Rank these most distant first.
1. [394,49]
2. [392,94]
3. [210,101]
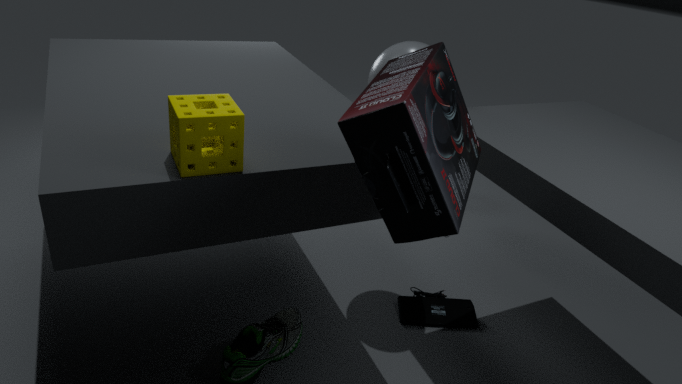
[394,49] → [210,101] → [392,94]
